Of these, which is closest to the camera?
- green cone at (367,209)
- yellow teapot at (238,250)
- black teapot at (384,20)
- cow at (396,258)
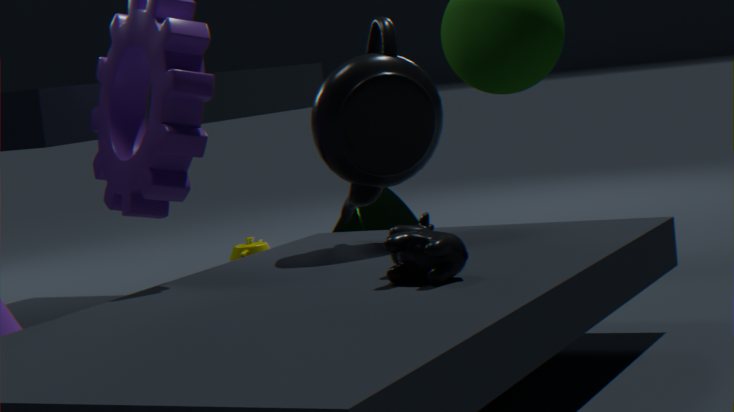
cow at (396,258)
